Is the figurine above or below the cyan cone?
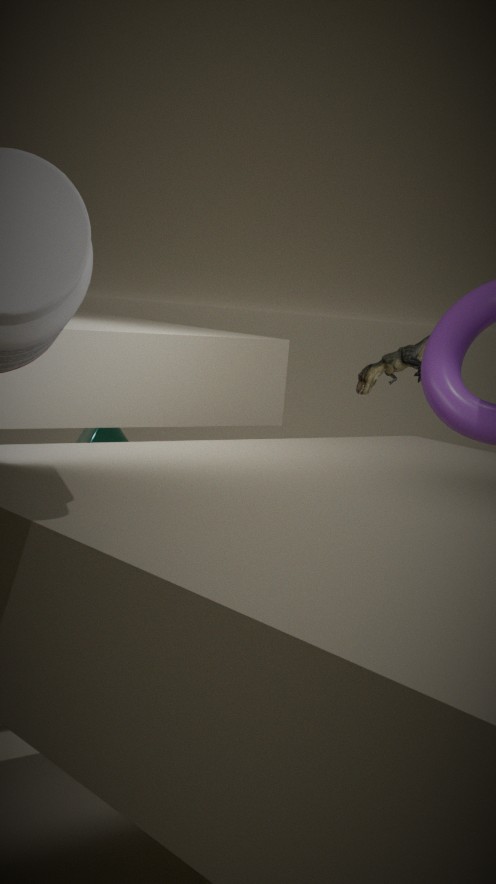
above
